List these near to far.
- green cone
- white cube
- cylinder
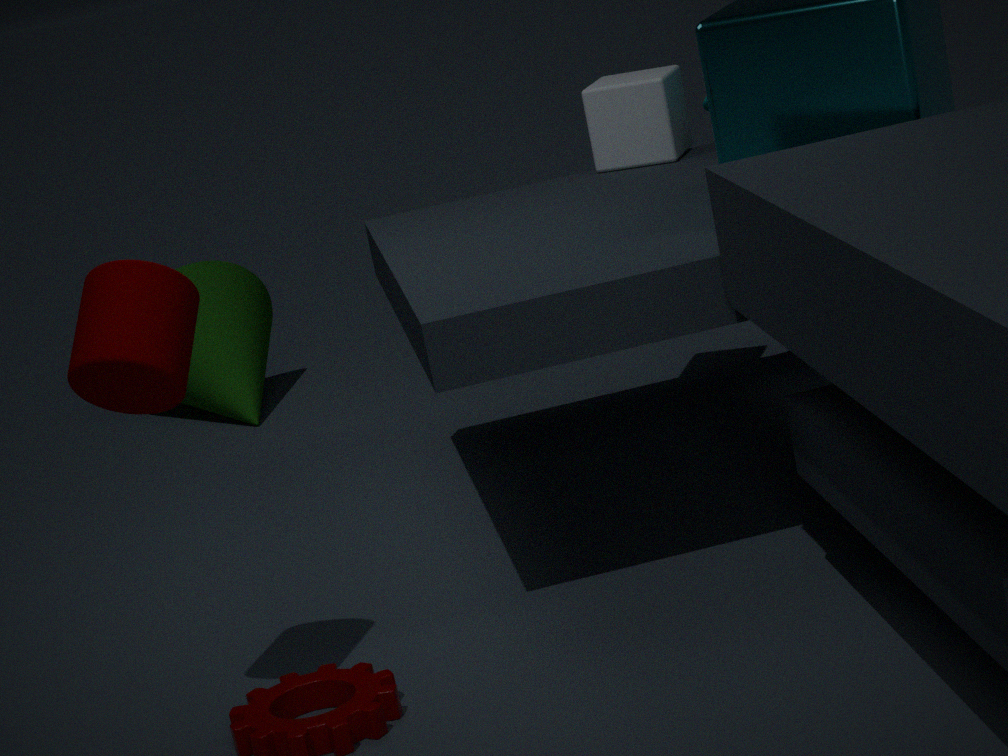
cylinder, white cube, green cone
